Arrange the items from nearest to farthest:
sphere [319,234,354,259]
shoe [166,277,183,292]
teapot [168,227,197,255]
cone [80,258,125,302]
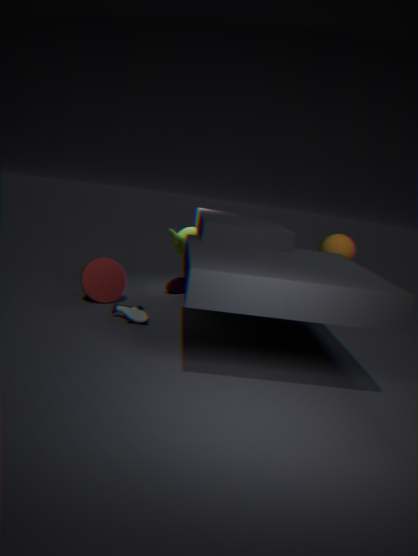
cone [80,258,125,302] → sphere [319,234,354,259] → teapot [168,227,197,255] → shoe [166,277,183,292]
